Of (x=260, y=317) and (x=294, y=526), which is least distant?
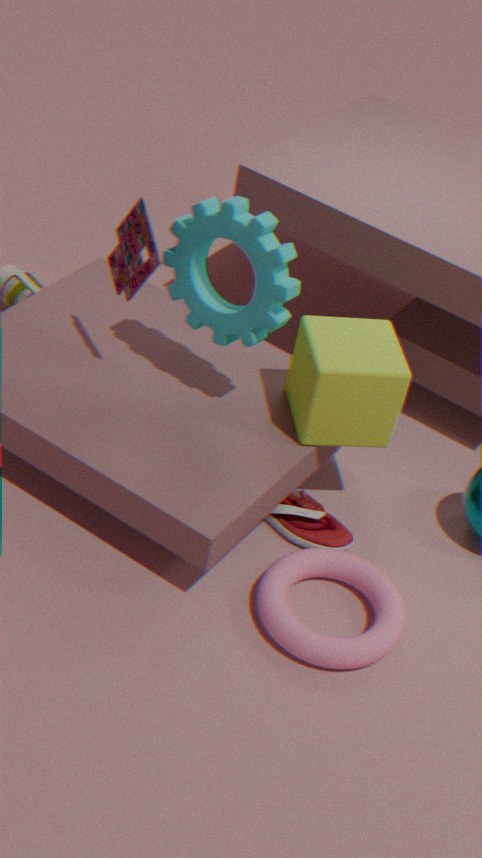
(x=260, y=317)
